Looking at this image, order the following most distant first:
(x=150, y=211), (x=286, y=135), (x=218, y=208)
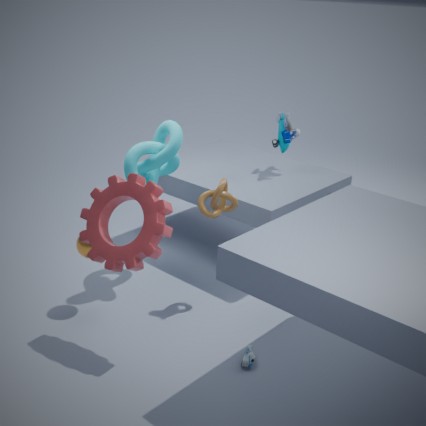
(x=286, y=135) → (x=218, y=208) → (x=150, y=211)
